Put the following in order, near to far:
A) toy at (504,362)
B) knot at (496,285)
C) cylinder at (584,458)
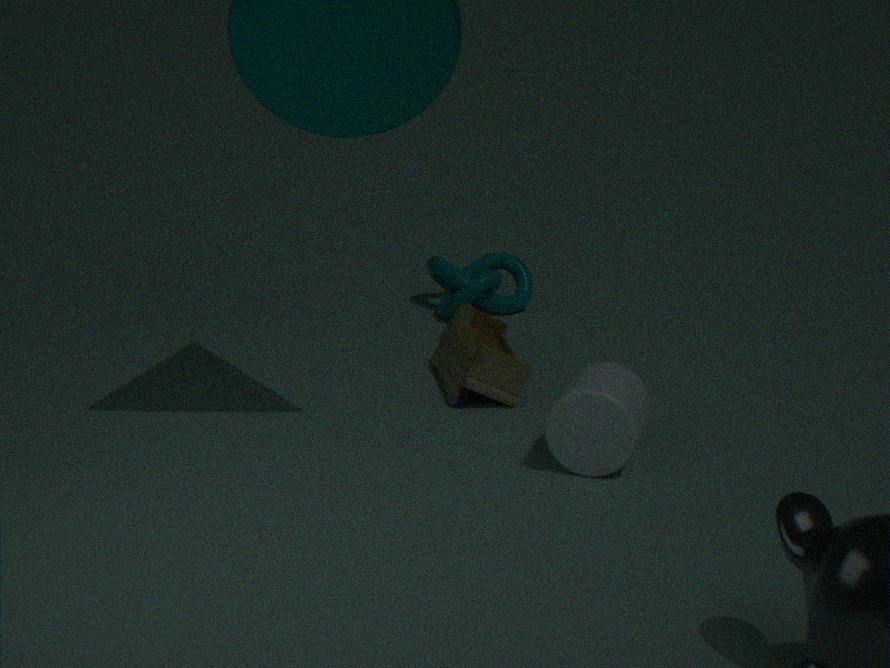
cylinder at (584,458)
toy at (504,362)
knot at (496,285)
